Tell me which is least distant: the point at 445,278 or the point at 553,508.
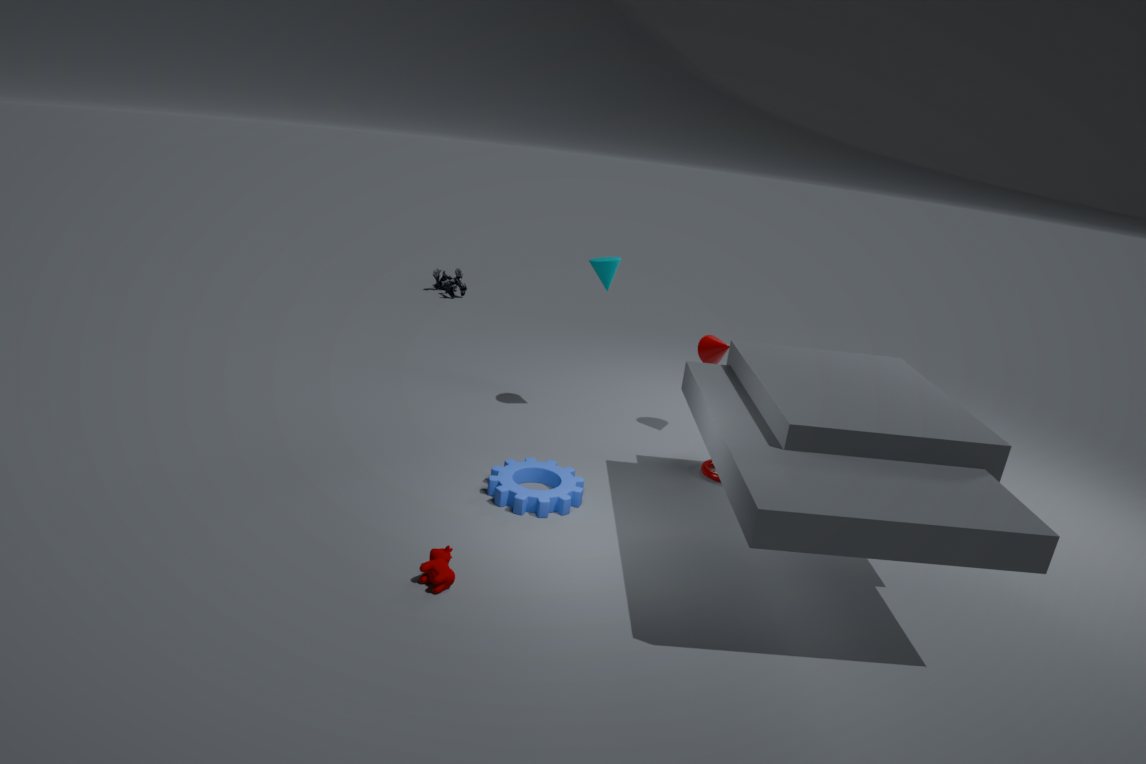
the point at 553,508
